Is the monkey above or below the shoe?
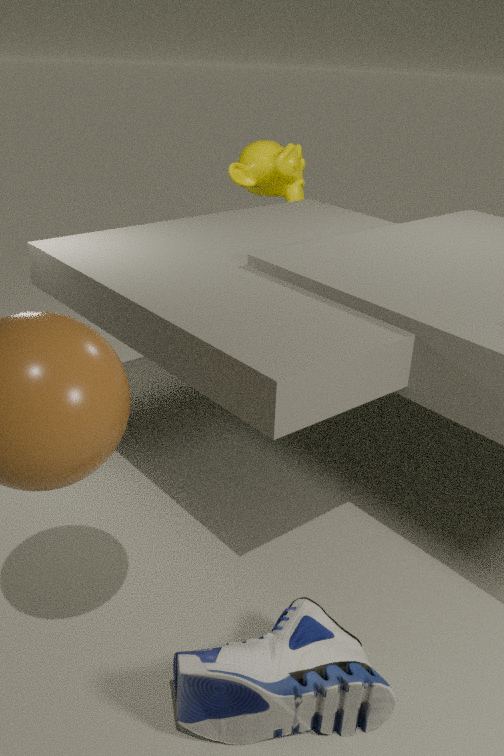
above
